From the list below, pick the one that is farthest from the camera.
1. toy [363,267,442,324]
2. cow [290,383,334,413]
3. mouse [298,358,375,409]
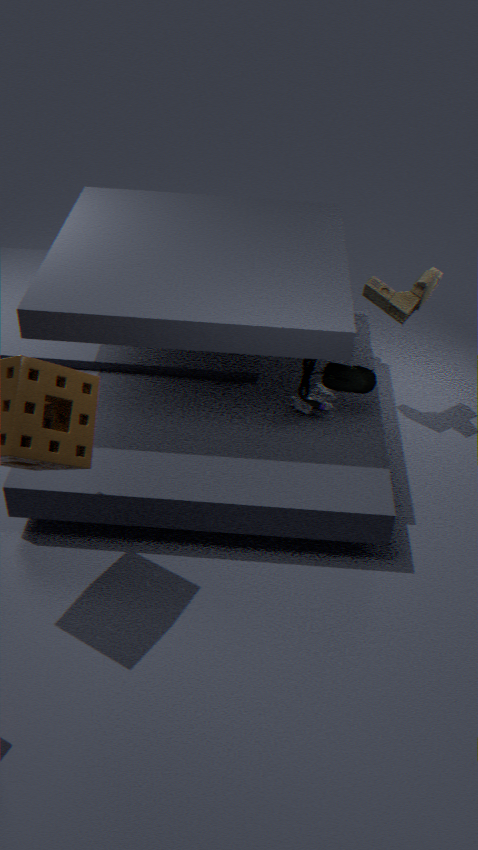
toy [363,267,442,324]
